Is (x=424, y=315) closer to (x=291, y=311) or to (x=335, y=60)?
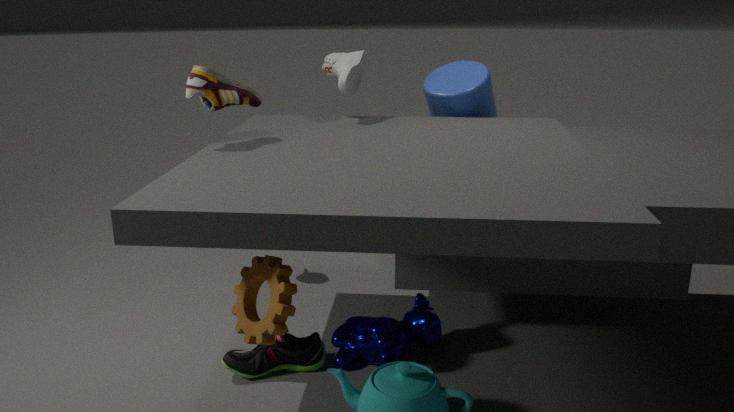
(x=291, y=311)
